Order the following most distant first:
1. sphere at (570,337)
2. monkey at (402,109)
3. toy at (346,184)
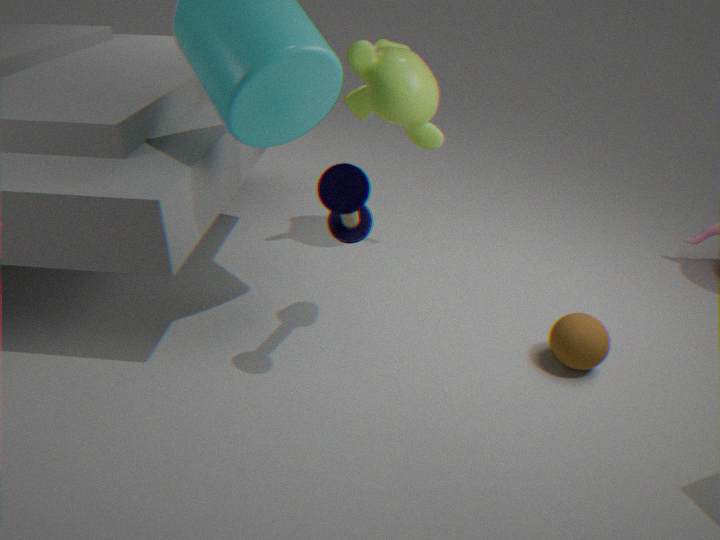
monkey at (402,109), sphere at (570,337), toy at (346,184)
